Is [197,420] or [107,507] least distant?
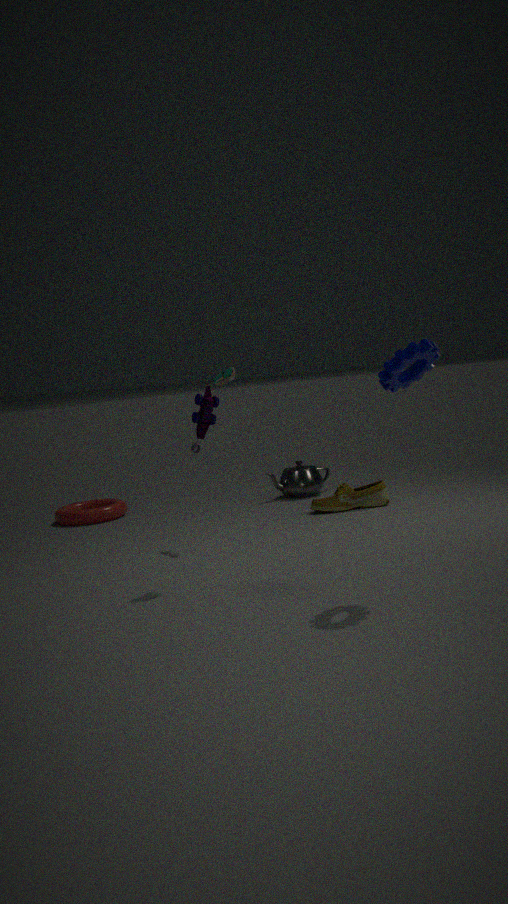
[197,420]
